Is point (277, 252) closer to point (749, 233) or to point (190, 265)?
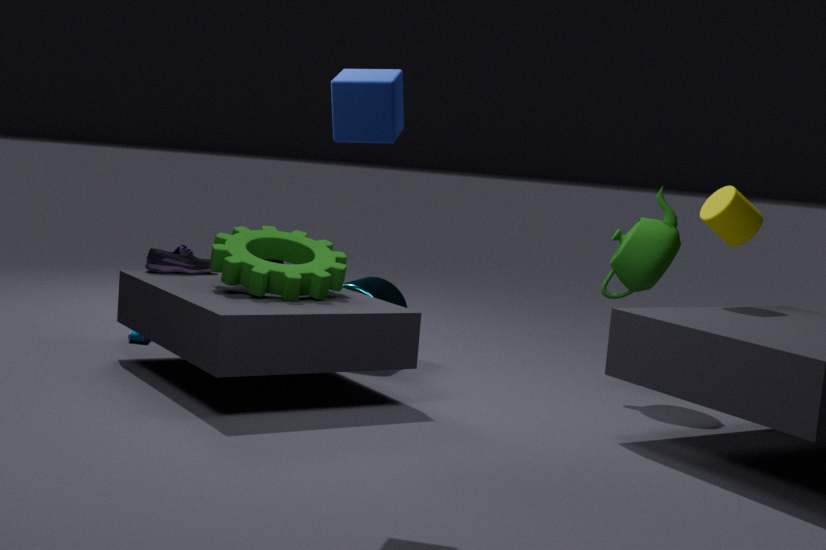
point (190, 265)
